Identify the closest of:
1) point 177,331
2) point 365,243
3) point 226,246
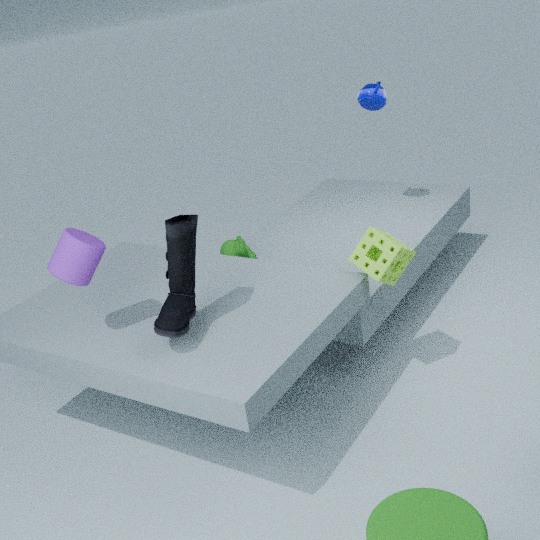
1. point 177,331
